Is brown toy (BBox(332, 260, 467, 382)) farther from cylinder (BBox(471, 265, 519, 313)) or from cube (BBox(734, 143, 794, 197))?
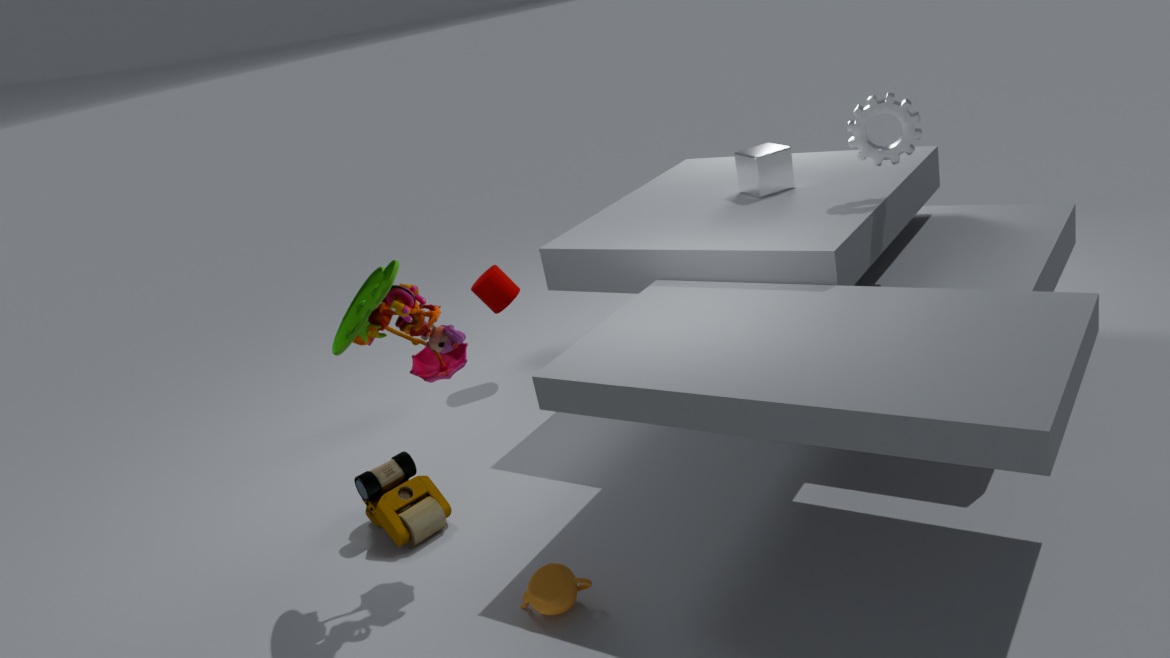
cube (BBox(734, 143, 794, 197))
